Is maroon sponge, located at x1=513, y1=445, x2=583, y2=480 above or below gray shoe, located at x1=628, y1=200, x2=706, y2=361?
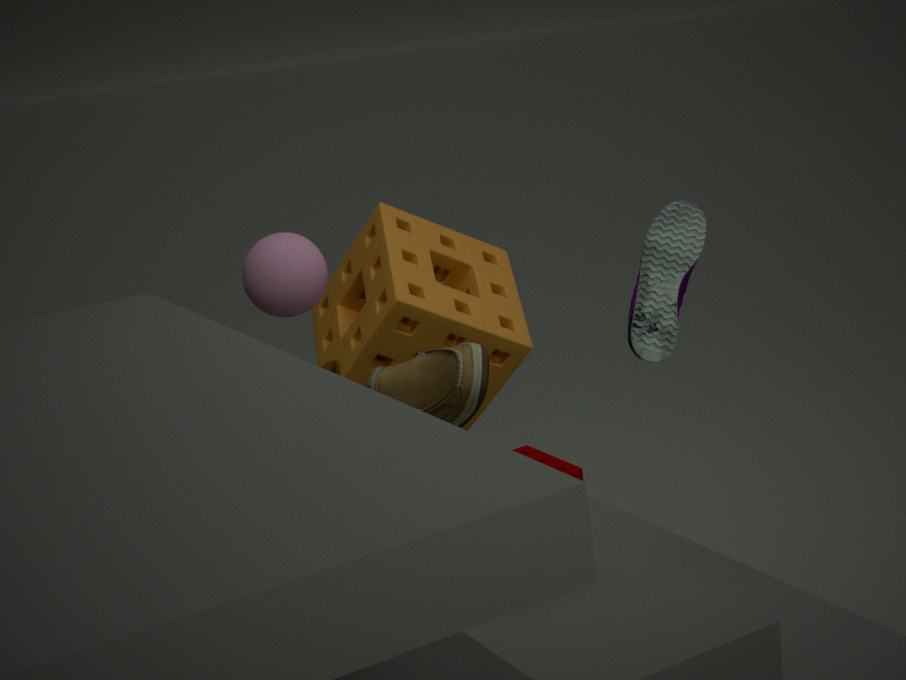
below
